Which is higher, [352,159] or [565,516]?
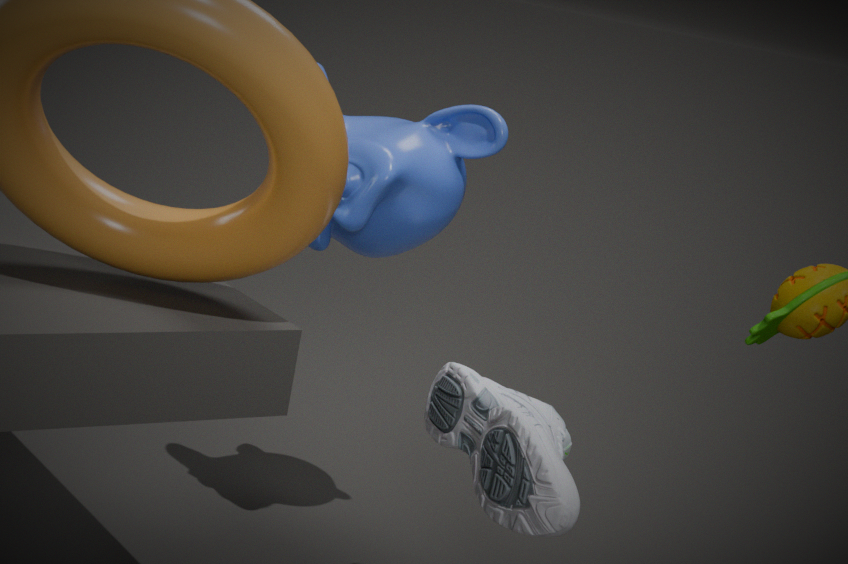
[352,159]
